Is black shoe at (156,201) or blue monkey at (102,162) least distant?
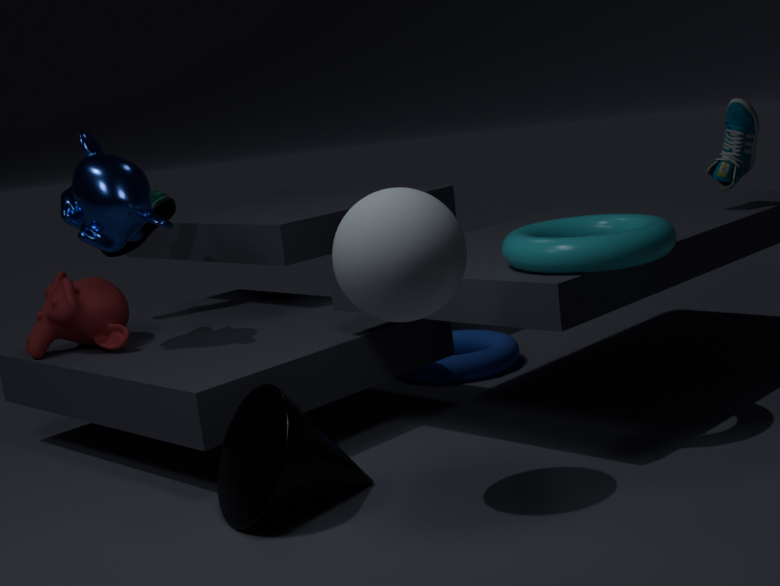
blue monkey at (102,162)
